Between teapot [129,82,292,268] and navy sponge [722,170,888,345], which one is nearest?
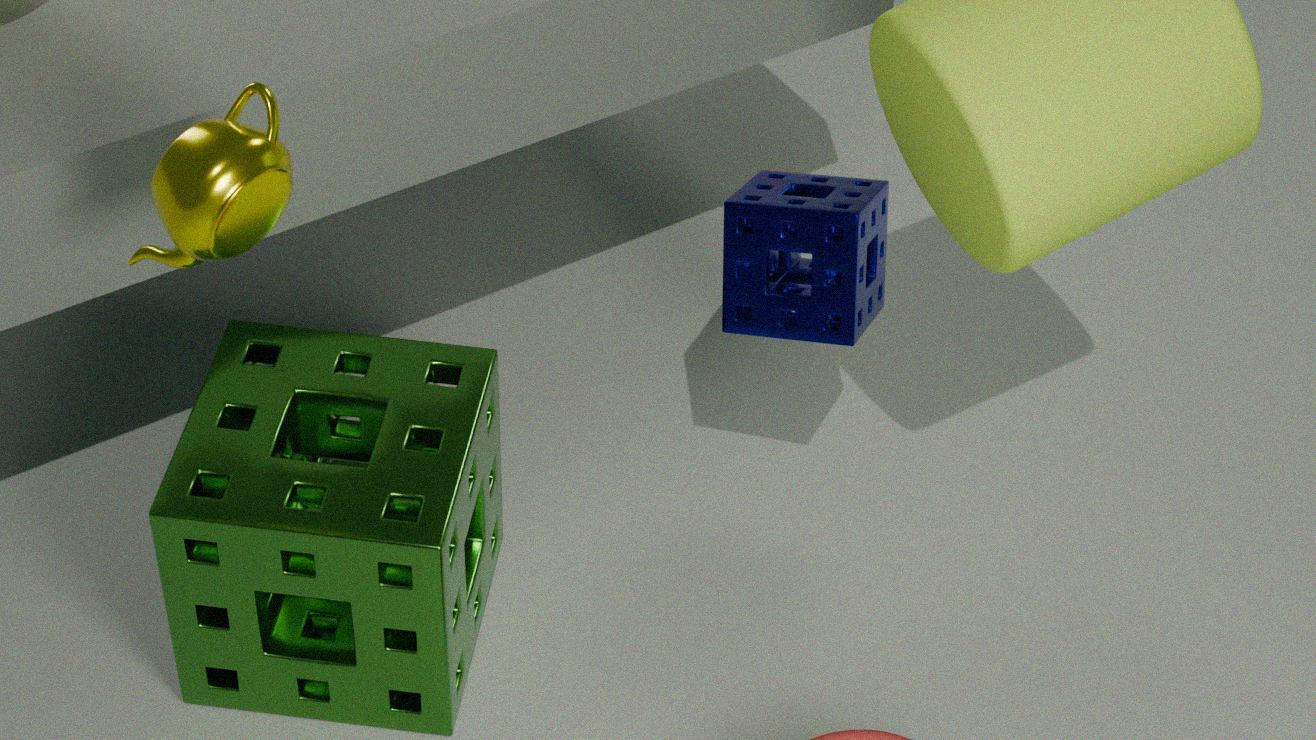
teapot [129,82,292,268]
